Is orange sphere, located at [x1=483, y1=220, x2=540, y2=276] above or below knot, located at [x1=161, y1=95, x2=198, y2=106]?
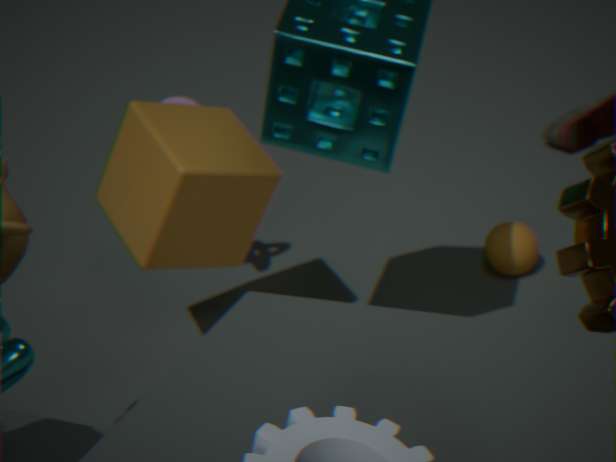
below
